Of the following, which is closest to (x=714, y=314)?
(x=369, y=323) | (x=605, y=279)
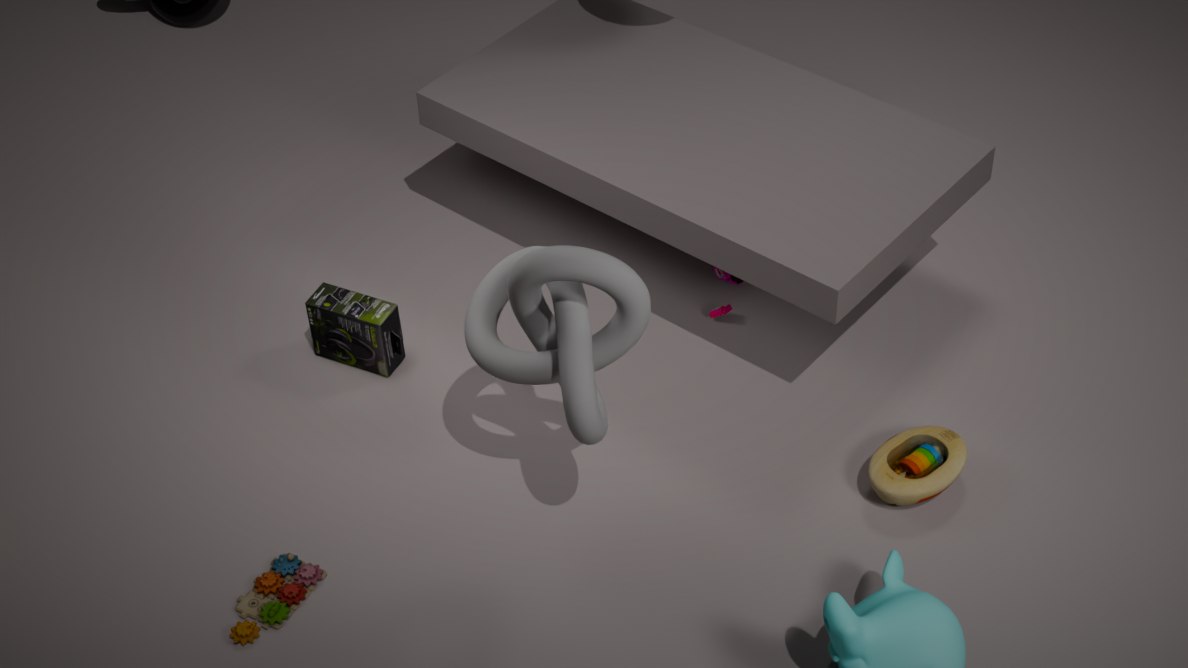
(x=369, y=323)
